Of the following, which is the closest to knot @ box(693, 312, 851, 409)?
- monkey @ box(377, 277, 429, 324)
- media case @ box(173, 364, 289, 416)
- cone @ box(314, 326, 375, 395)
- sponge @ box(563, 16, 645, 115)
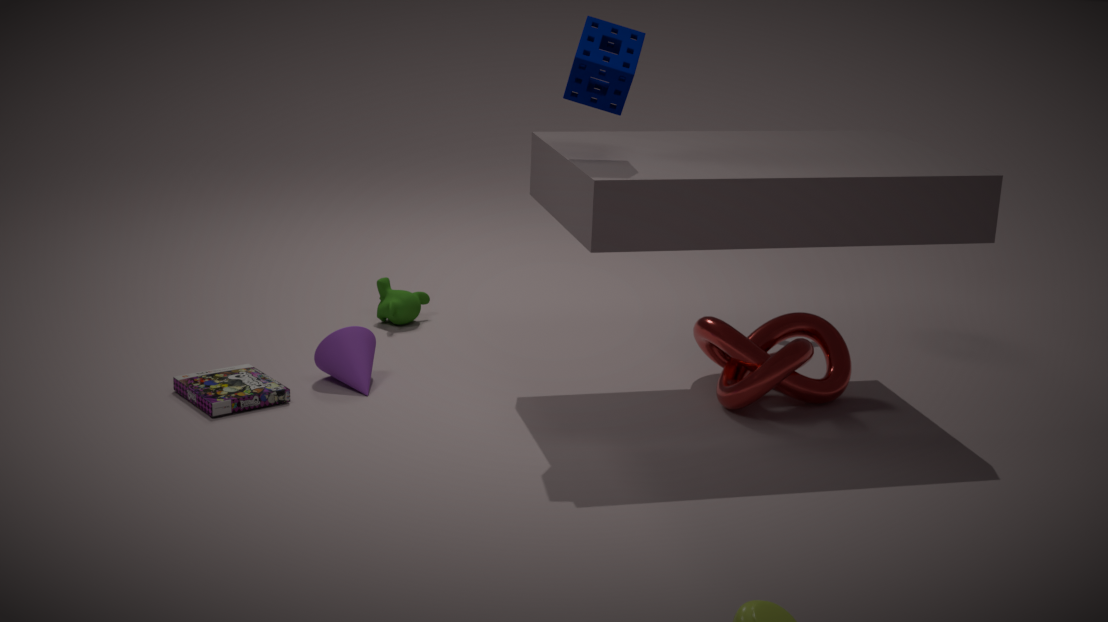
sponge @ box(563, 16, 645, 115)
